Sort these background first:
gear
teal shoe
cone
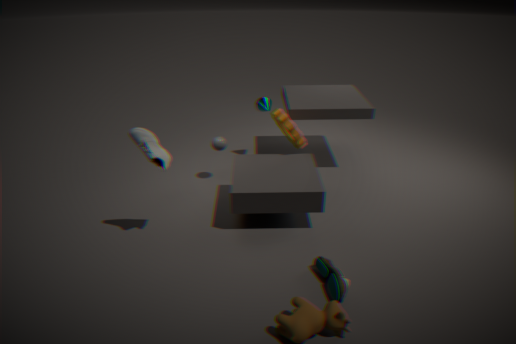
1. cone
2. gear
3. teal shoe
